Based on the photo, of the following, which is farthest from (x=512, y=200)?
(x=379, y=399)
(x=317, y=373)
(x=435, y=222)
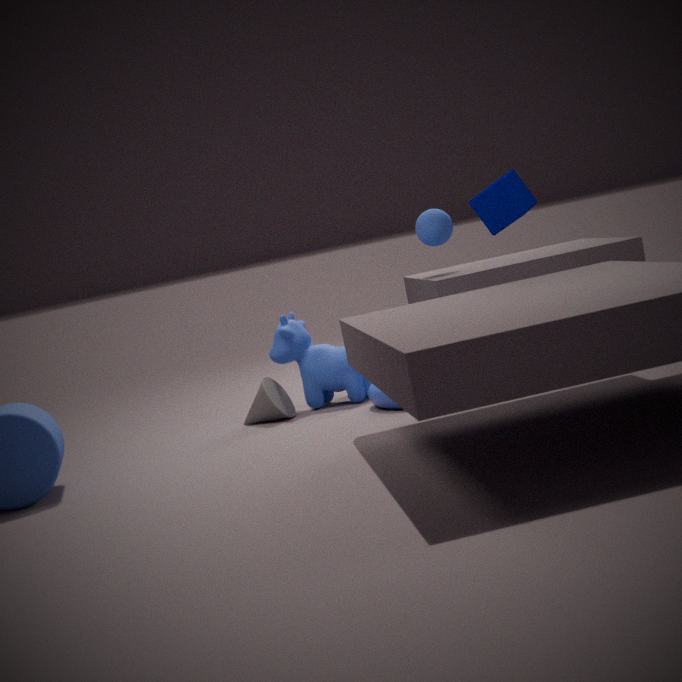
(x=317, y=373)
